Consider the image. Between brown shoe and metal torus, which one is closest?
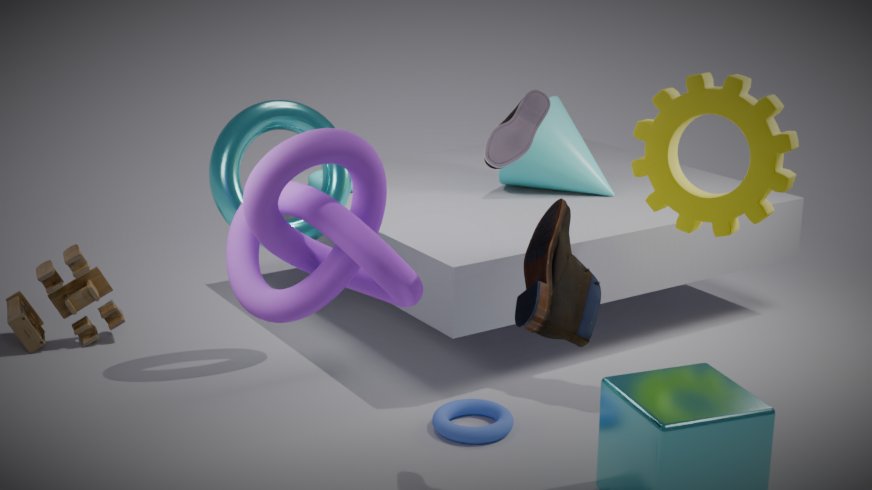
brown shoe
